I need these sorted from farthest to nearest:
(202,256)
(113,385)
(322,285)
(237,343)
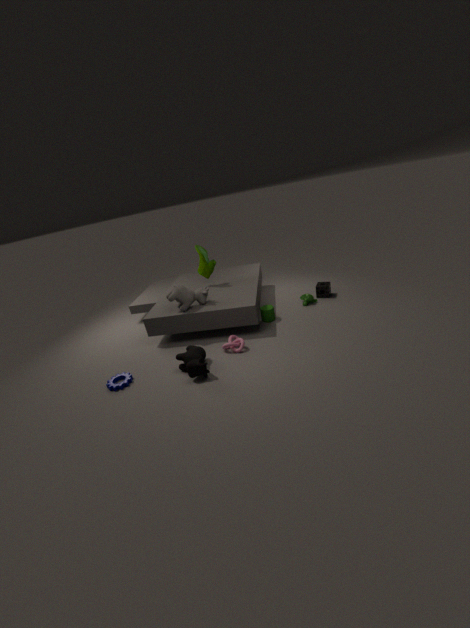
(322,285), (202,256), (237,343), (113,385)
